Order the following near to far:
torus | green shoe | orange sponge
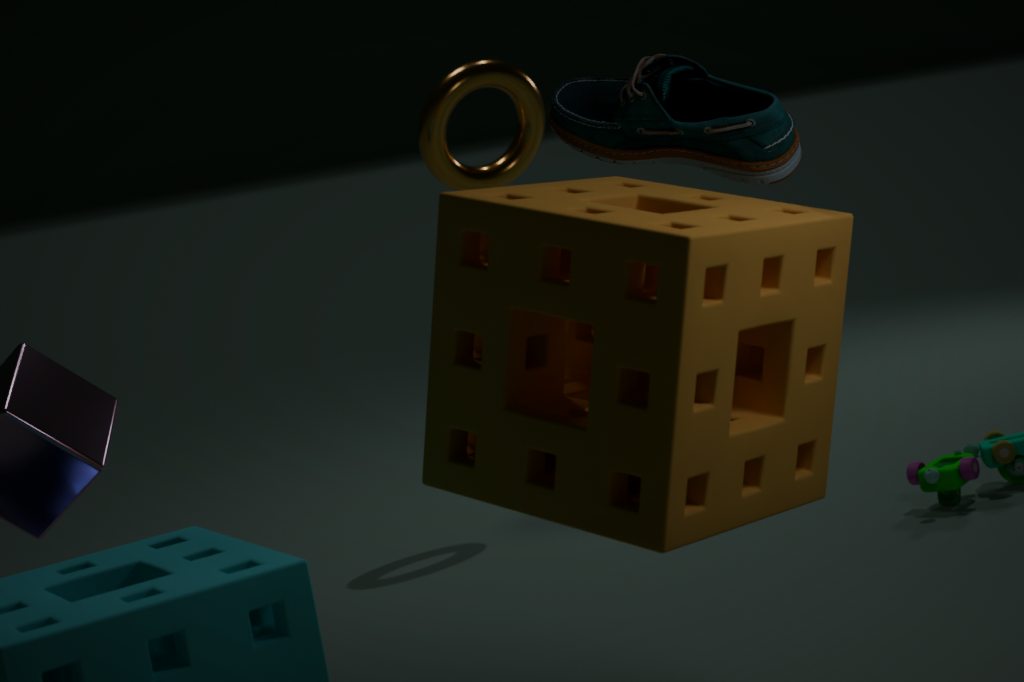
1. orange sponge
2. green shoe
3. torus
